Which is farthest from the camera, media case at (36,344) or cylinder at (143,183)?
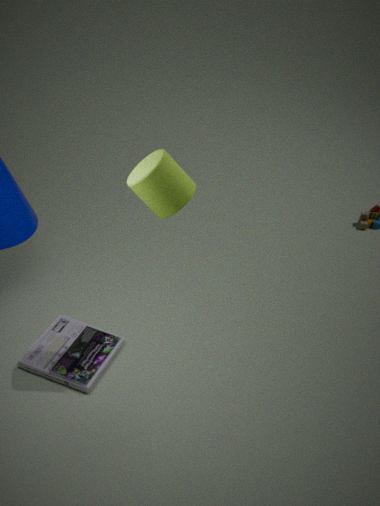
media case at (36,344)
